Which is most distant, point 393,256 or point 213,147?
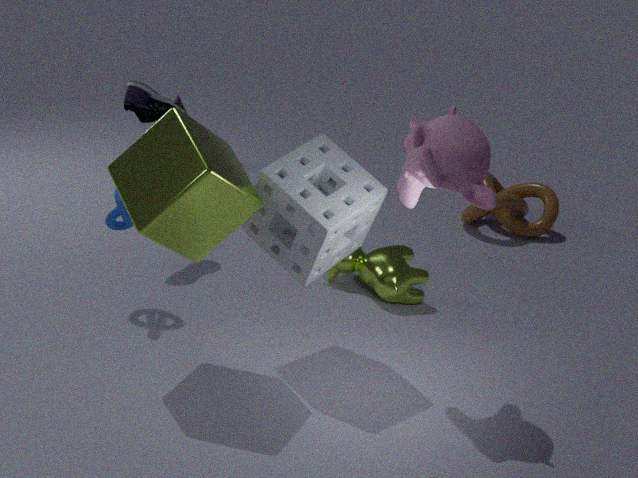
point 393,256
